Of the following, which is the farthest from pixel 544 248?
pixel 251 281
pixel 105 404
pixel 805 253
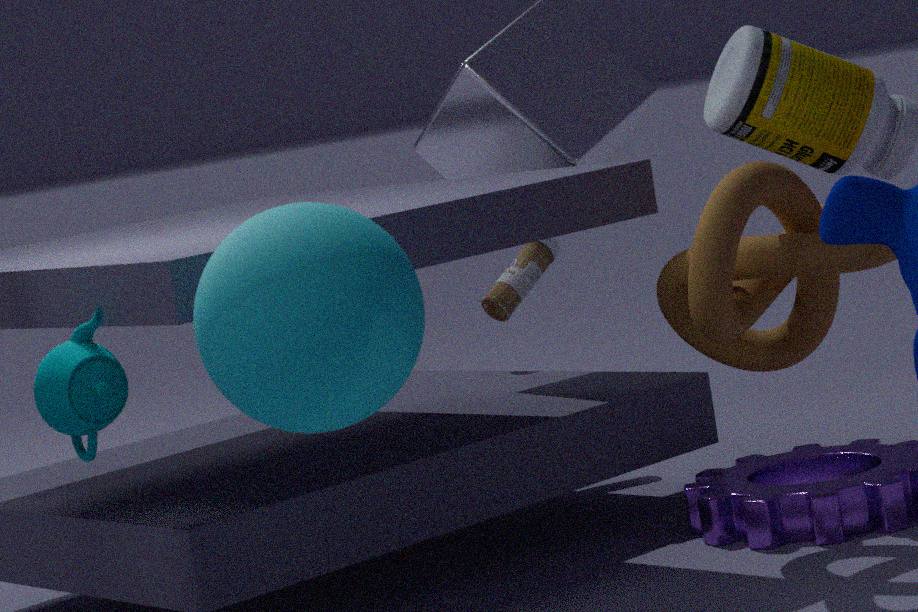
pixel 251 281
